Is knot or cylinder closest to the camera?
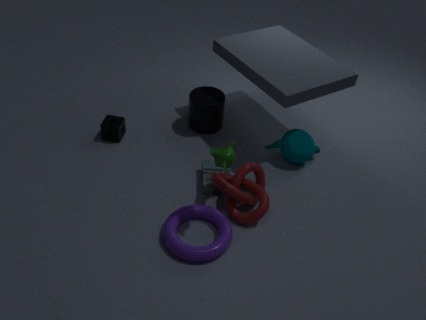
knot
